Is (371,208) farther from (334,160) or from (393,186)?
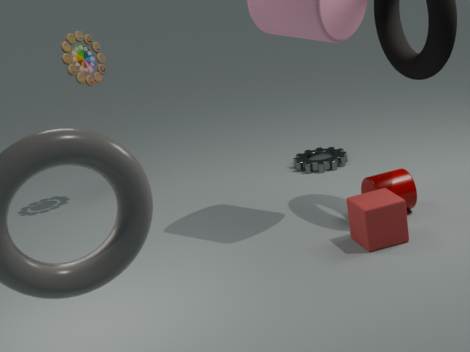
(334,160)
